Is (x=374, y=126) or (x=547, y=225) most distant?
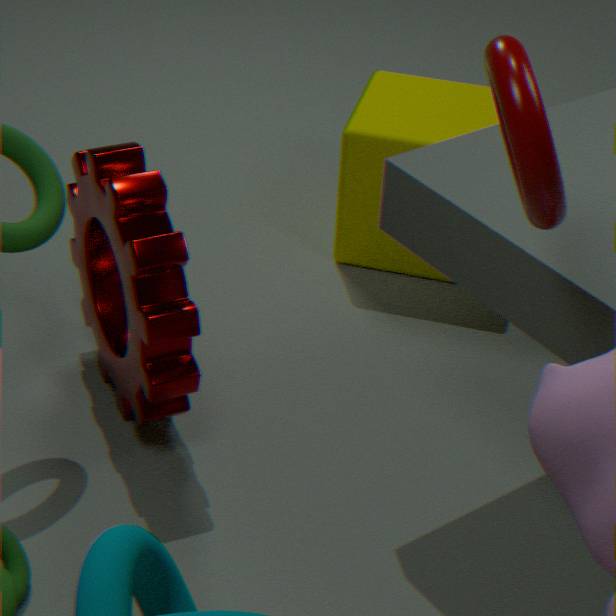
(x=374, y=126)
